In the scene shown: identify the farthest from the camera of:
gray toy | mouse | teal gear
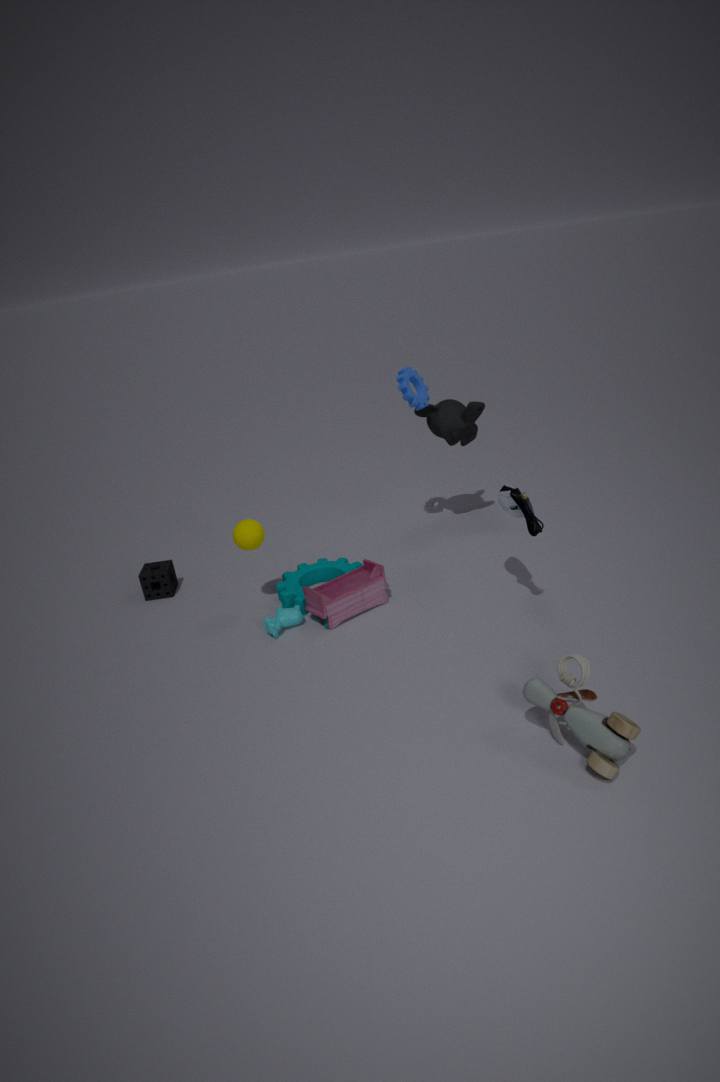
teal gear
